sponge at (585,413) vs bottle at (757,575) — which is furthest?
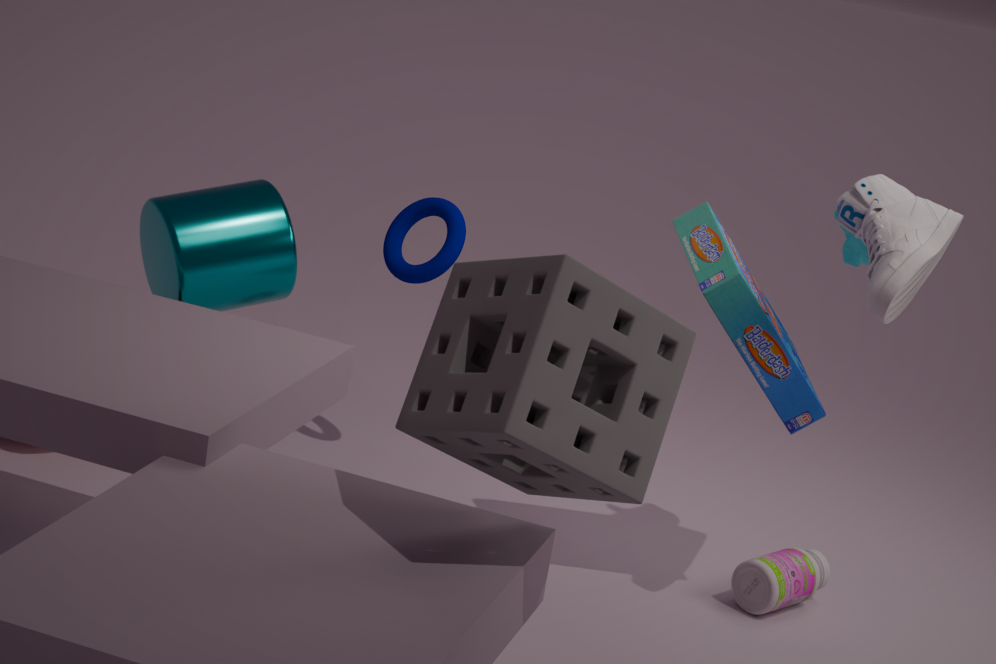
bottle at (757,575)
